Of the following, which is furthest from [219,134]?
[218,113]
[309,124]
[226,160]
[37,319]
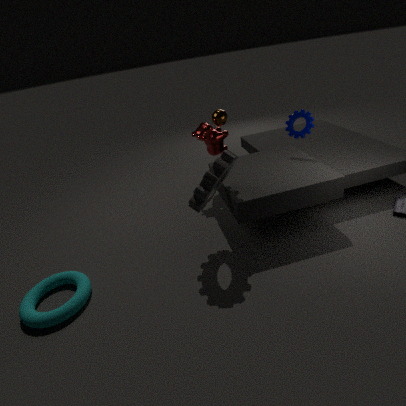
[37,319]
